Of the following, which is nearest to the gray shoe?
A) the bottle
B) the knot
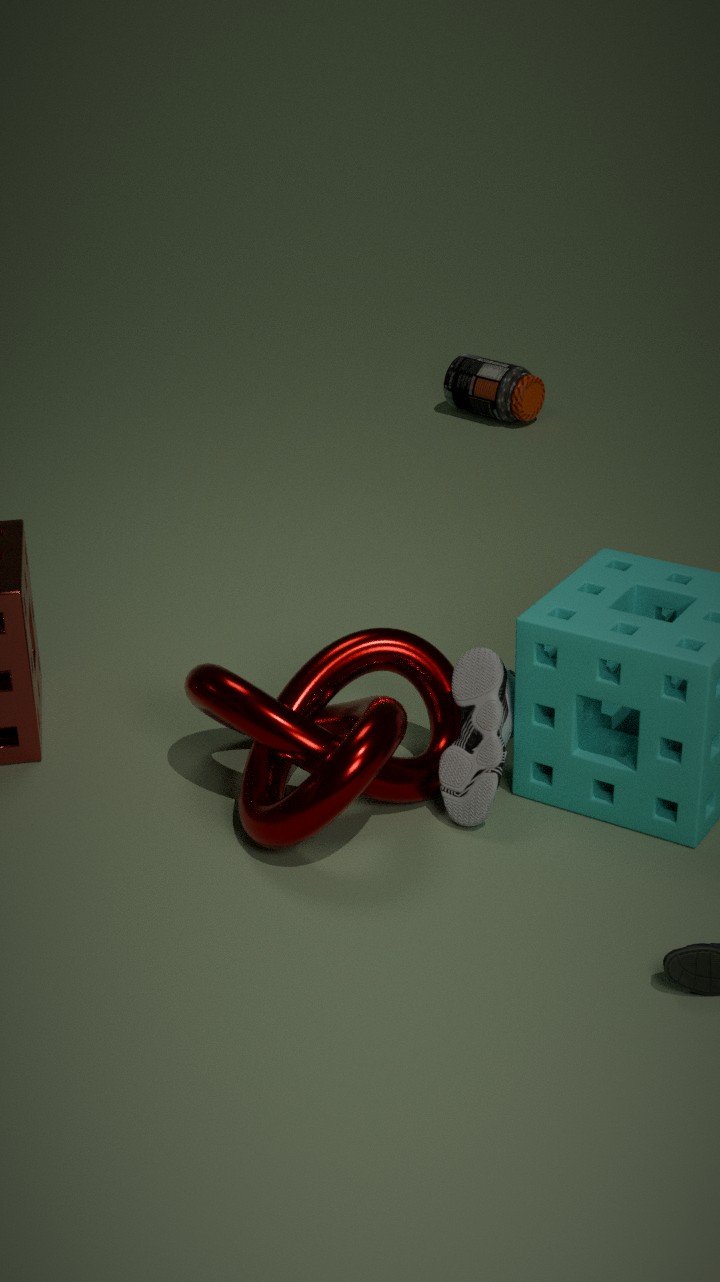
the knot
